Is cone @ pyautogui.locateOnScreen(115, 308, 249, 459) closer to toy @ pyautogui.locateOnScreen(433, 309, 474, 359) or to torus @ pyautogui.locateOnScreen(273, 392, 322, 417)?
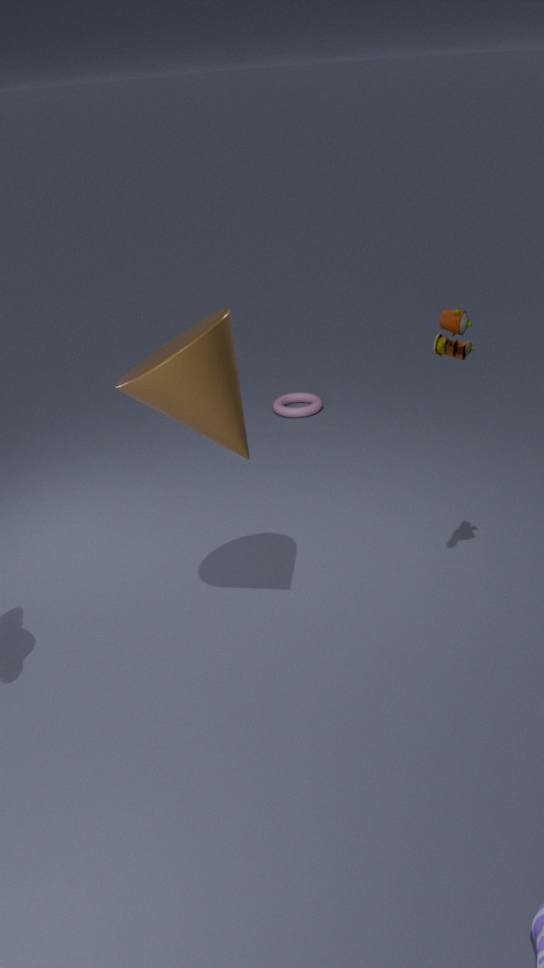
toy @ pyautogui.locateOnScreen(433, 309, 474, 359)
